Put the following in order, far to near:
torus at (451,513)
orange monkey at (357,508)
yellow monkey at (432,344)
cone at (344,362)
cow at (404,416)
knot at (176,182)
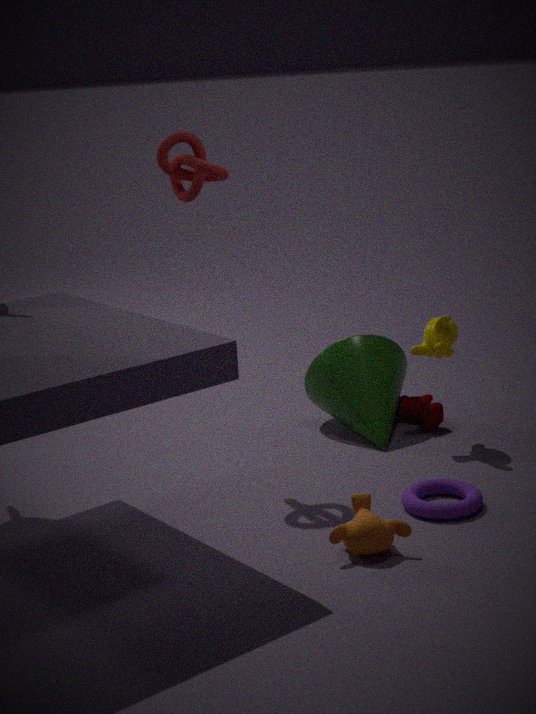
cow at (404,416) < cone at (344,362) < yellow monkey at (432,344) < knot at (176,182) < torus at (451,513) < orange monkey at (357,508)
